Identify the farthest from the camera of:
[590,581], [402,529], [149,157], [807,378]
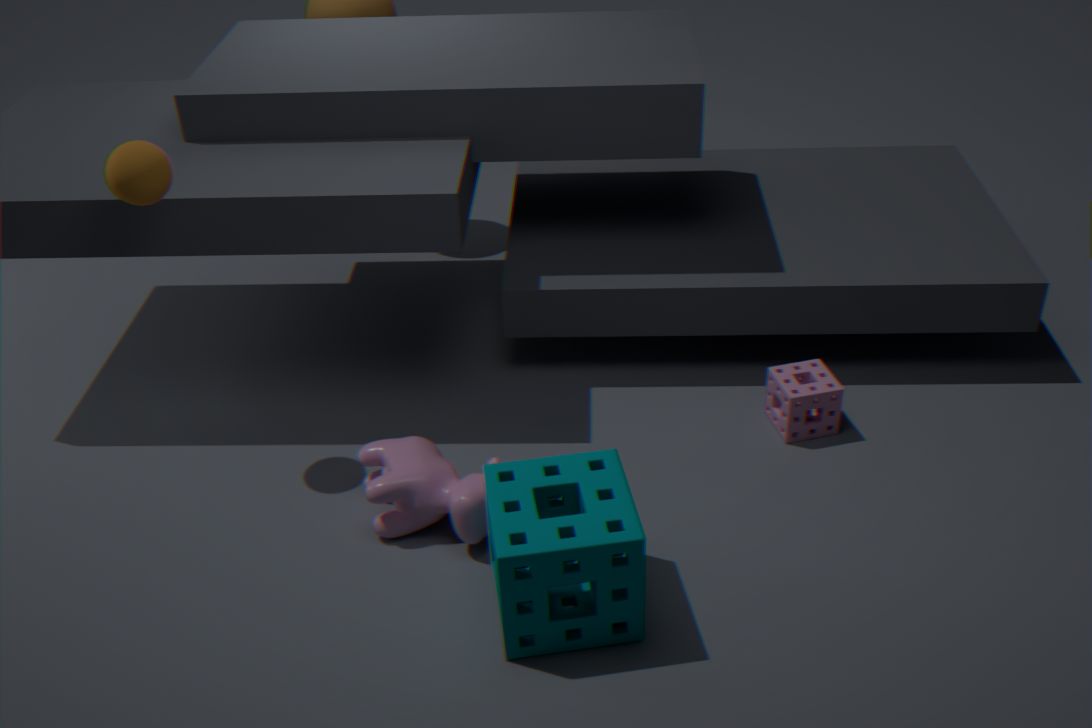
[807,378]
